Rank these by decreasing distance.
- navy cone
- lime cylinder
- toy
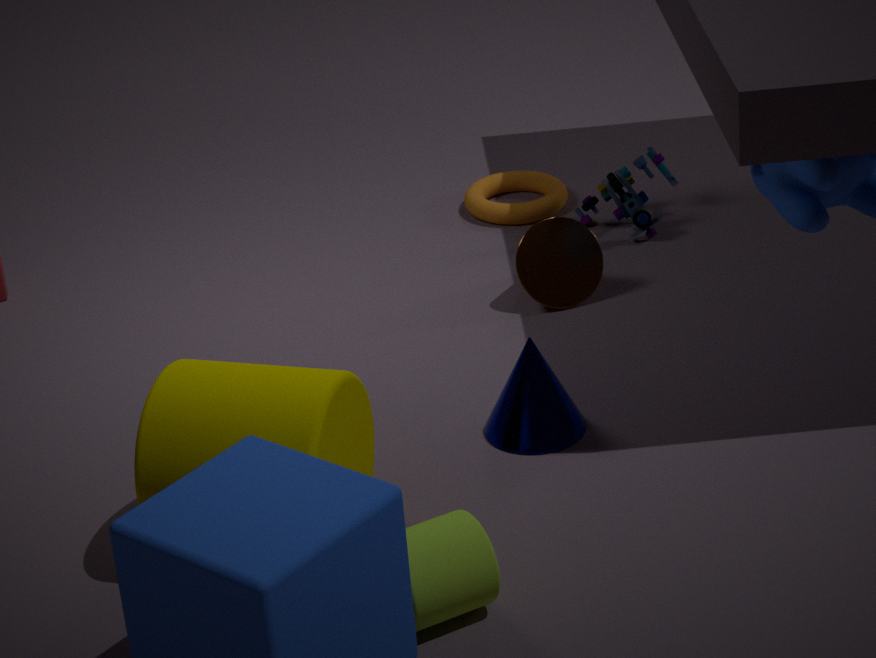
toy → navy cone → lime cylinder
